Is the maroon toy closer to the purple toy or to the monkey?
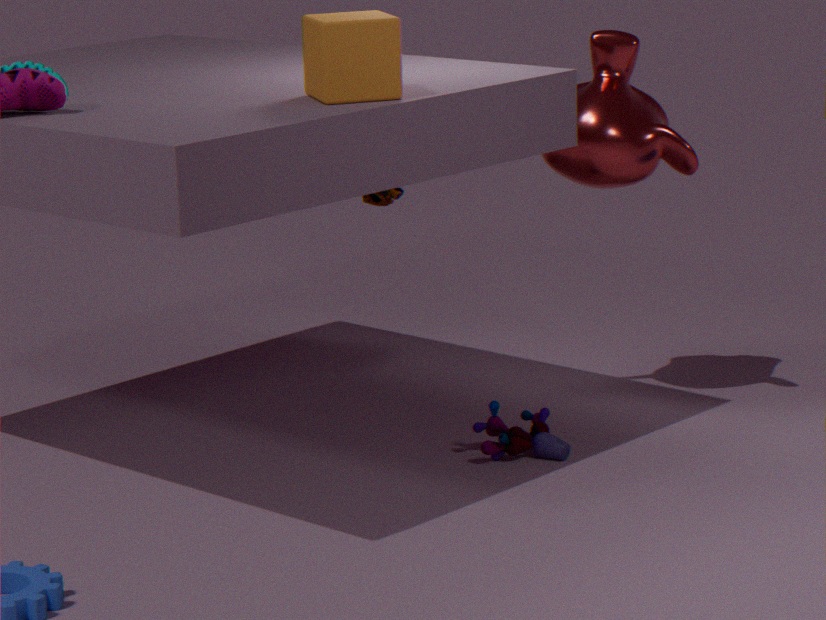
the monkey
